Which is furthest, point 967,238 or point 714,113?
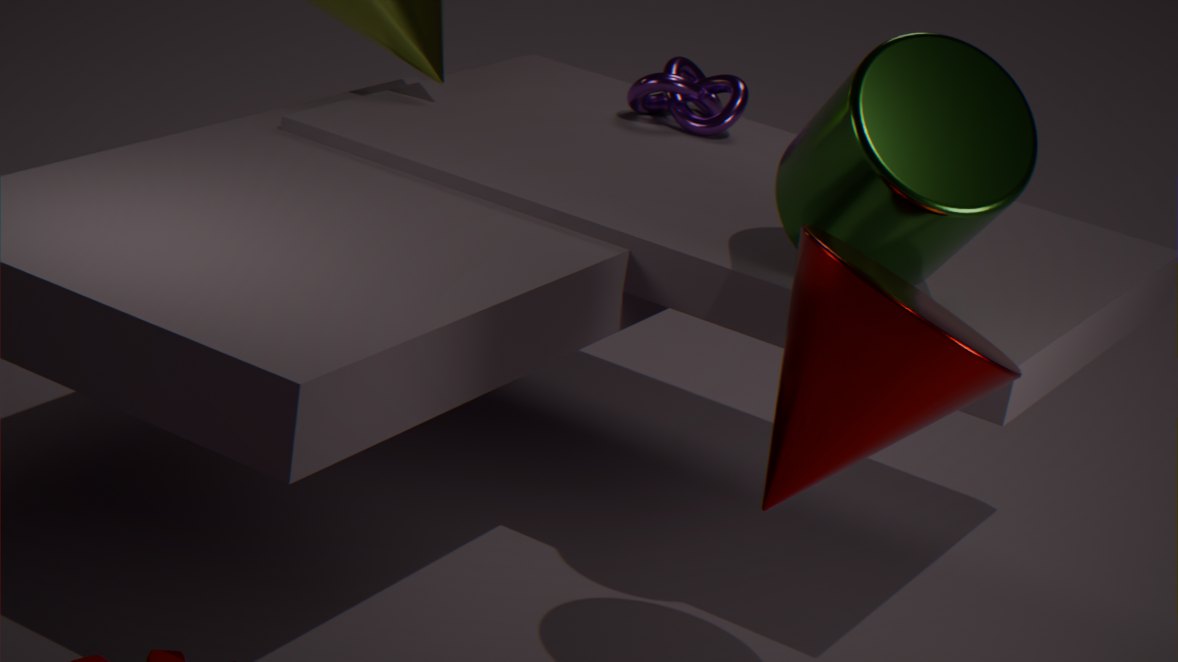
point 714,113
